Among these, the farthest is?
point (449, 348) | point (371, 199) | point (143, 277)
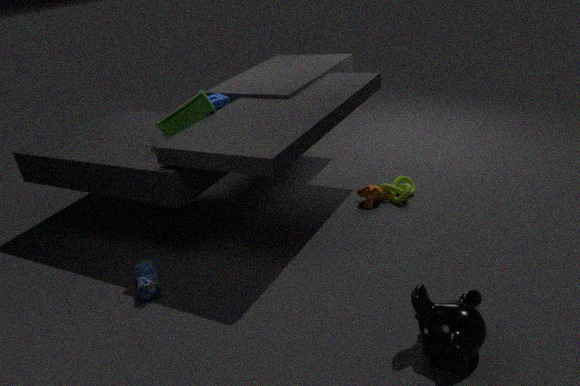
point (371, 199)
